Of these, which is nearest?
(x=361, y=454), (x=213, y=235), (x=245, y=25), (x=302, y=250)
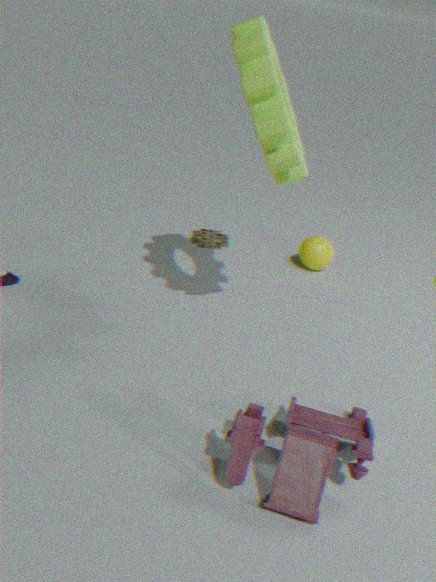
(x=361, y=454)
